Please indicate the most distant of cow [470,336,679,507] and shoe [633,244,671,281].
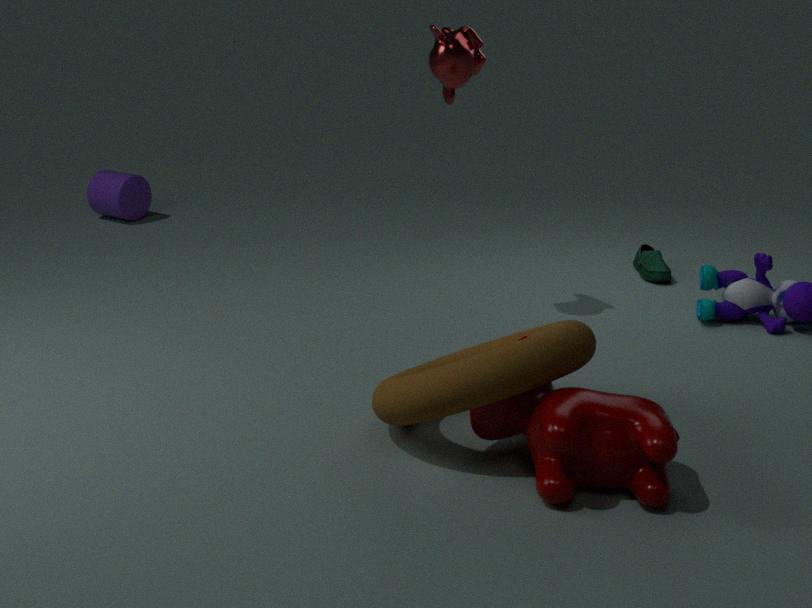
shoe [633,244,671,281]
